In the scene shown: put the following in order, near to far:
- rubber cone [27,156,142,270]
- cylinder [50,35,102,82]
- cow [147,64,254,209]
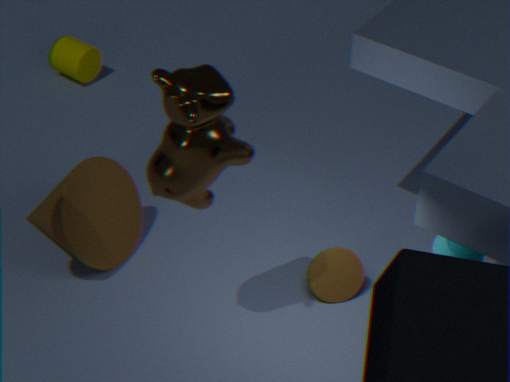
cow [147,64,254,209], rubber cone [27,156,142,270], cylinder [50,35,102,82]
